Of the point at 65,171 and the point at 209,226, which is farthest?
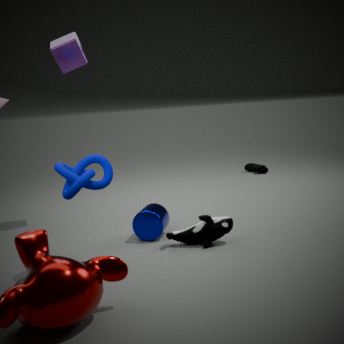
the point at 209,226
